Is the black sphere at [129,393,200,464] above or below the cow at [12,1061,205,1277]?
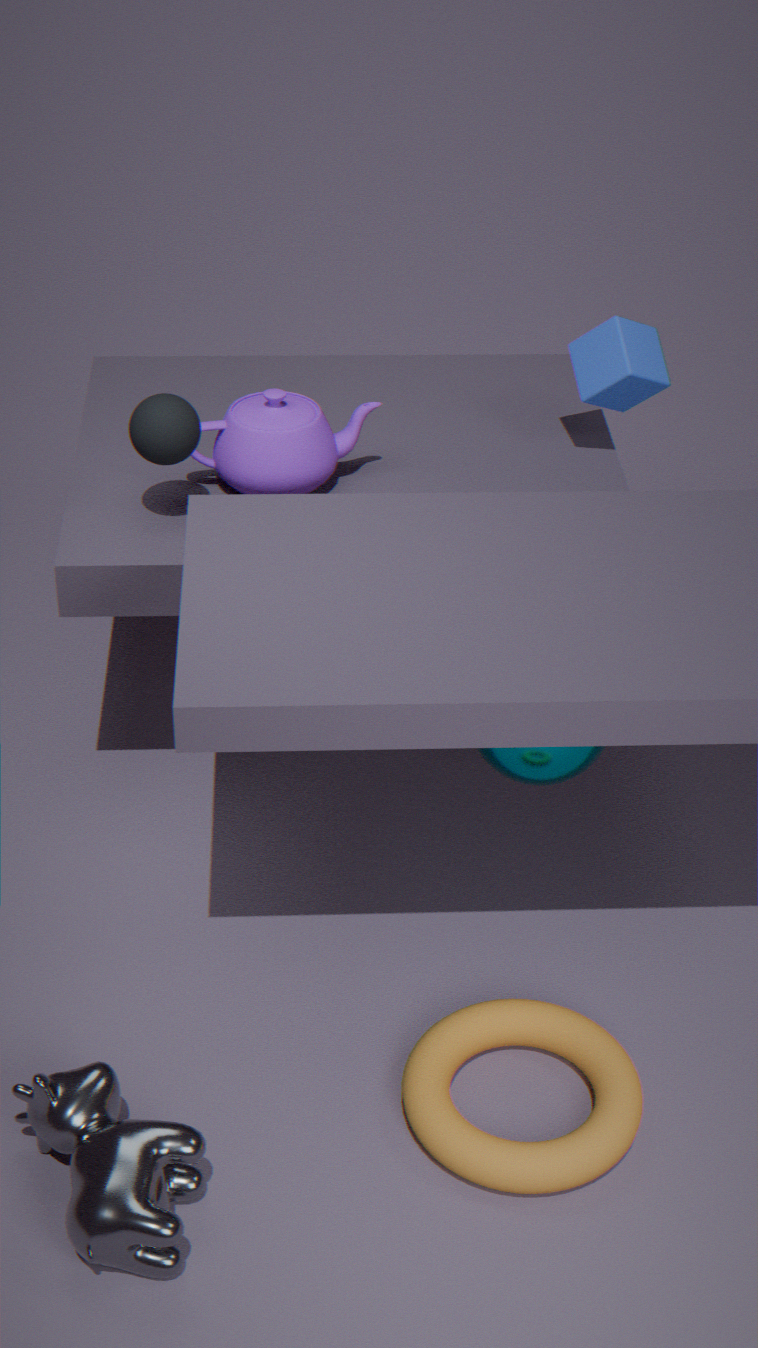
above
